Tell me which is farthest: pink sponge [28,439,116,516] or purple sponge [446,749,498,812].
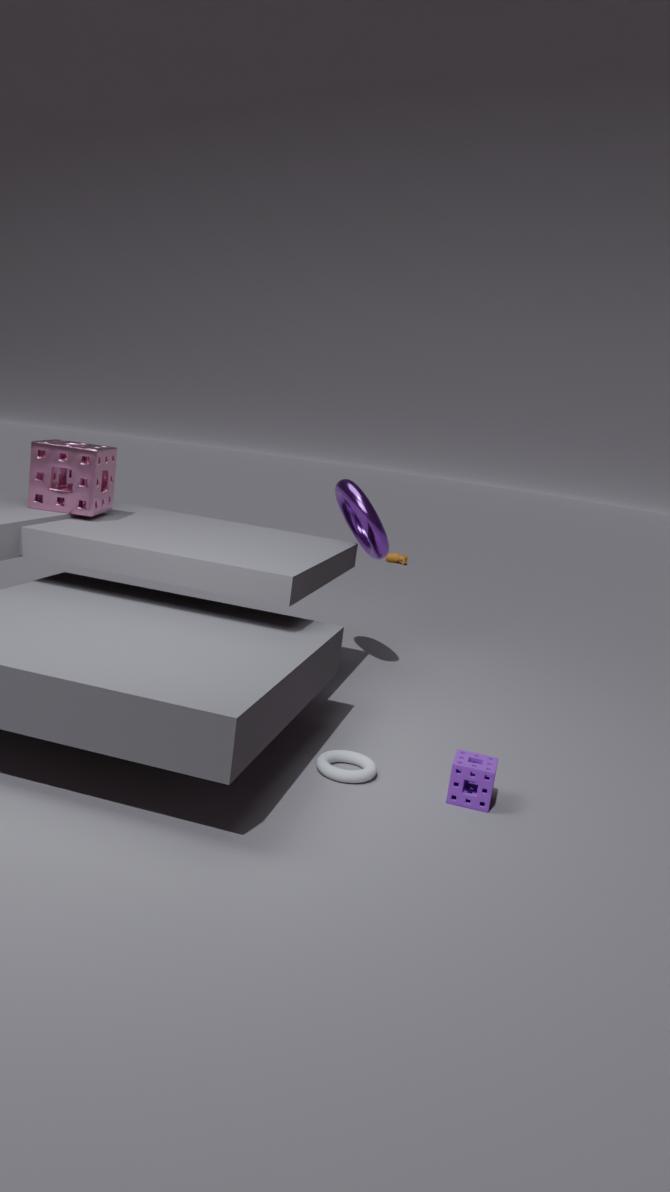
pink sponge [28,439,116,516]
